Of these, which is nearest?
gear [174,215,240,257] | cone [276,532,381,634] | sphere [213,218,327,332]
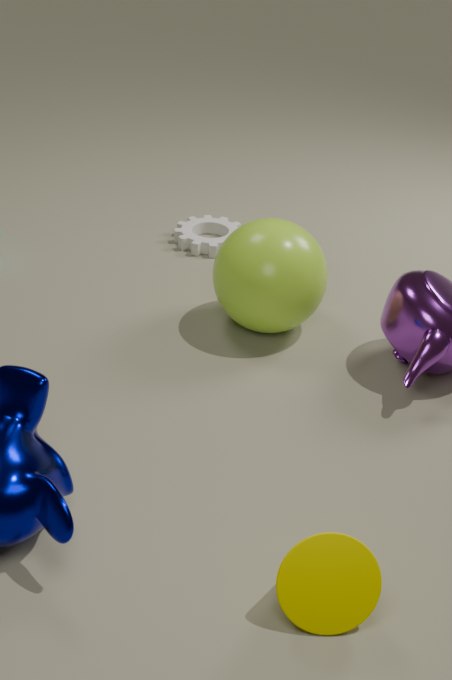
cone [276,532,381,634]
